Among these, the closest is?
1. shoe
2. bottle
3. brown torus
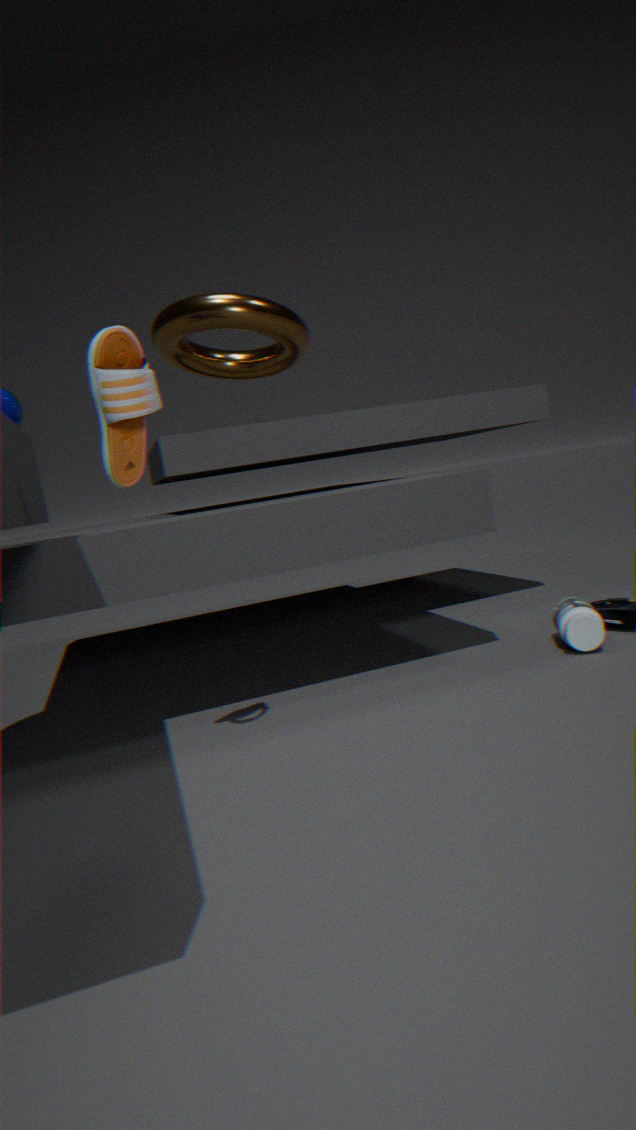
shoe
